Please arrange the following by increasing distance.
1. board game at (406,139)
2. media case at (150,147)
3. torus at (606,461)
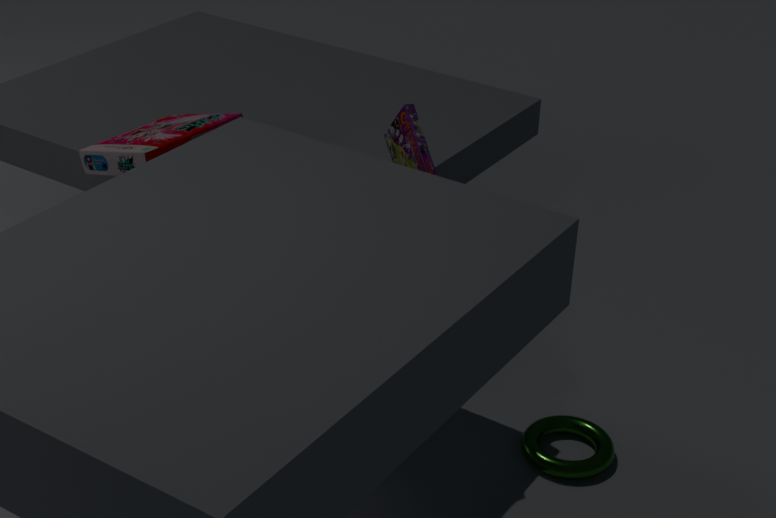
board game at (406,139), torus at (606,461), media case at (150,147)
